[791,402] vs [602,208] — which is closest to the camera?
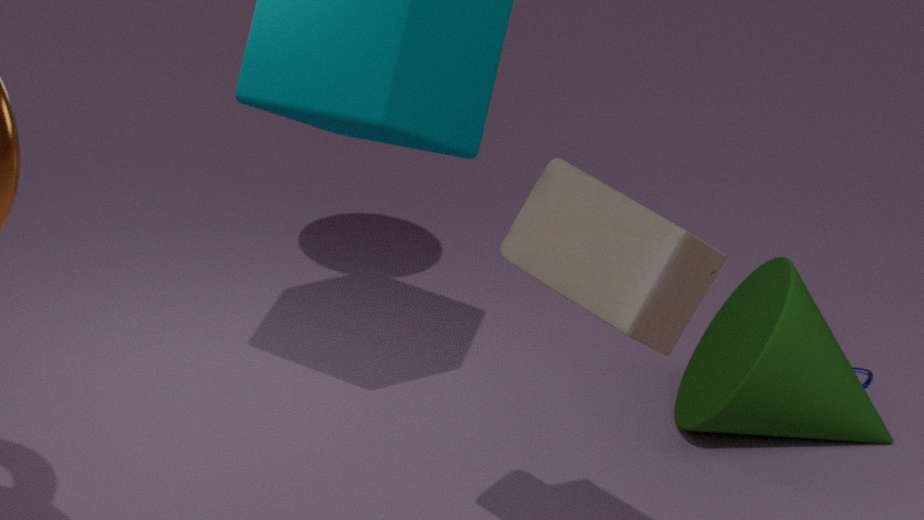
[602,208]
